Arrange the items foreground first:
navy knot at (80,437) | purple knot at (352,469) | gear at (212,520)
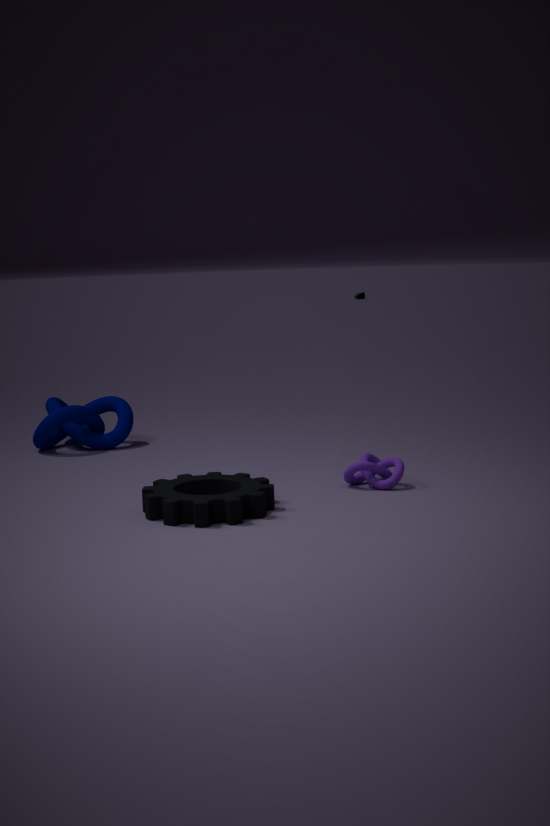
gear at (212,520) → purple knot at (352,469) → navy knot at (80,437)
